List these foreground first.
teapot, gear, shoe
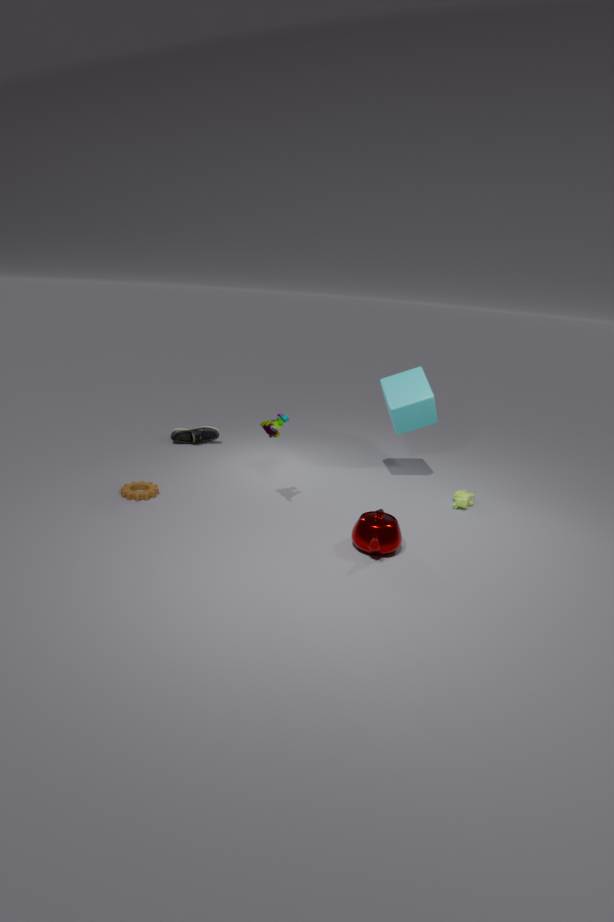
teapot → gear → shoe
